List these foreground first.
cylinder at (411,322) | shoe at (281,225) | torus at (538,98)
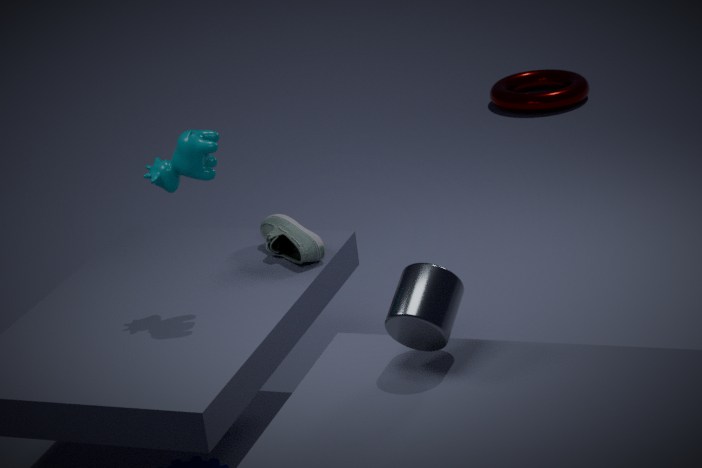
cylinder at (411,322) → shoe at (281,225) → torus at (538,98)
